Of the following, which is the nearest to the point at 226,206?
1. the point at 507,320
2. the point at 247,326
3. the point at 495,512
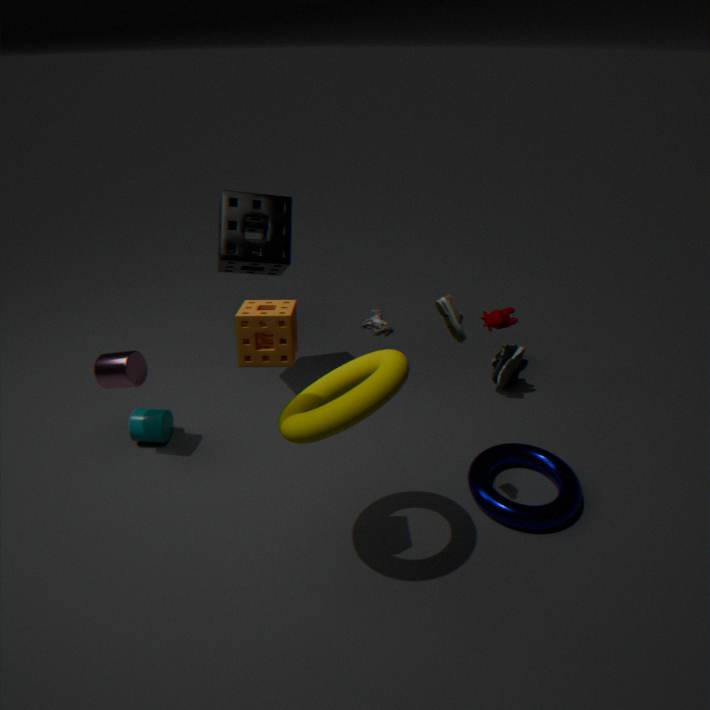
the point at 247,326
